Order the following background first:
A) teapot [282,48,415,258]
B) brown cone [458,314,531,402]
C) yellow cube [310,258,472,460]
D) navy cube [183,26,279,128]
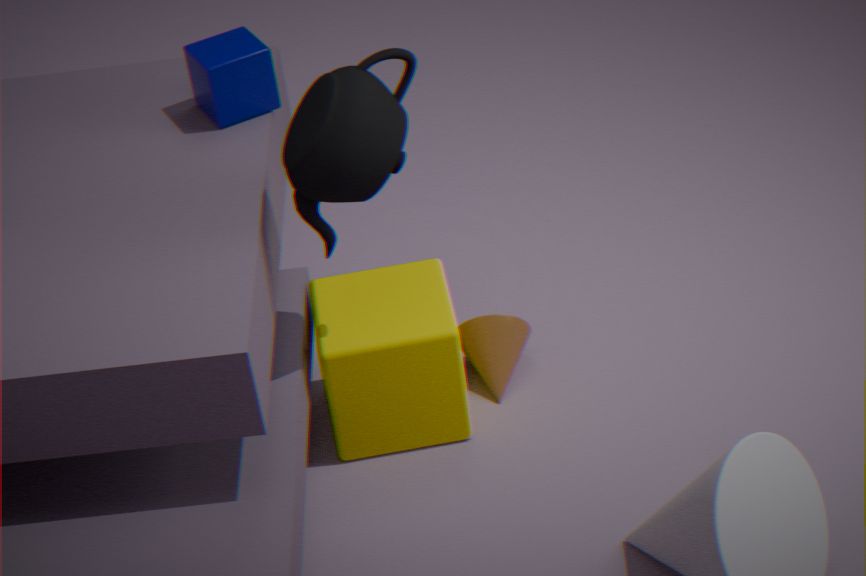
1. brown cone [458,314,531,402]
2. navy cube [183,26,279,128]
3. yellow cube [310,258,472,460]
4. teapot [282,48,415,258]
